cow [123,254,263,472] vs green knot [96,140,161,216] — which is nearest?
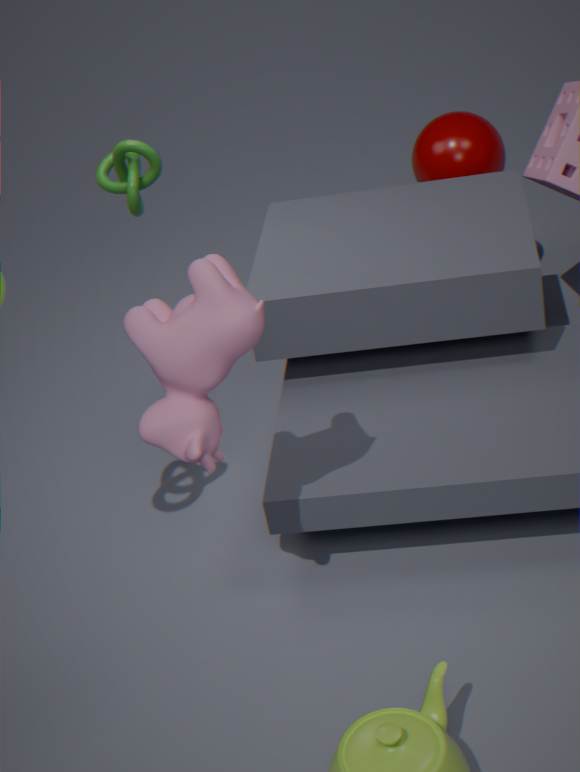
cow [123,254,263,472]
